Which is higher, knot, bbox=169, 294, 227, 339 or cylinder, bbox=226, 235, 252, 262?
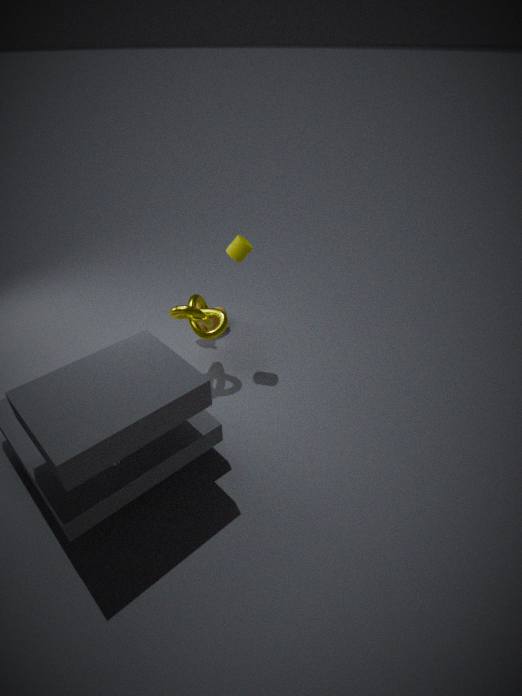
cylinder, bbox=226, 235, 252, 262
